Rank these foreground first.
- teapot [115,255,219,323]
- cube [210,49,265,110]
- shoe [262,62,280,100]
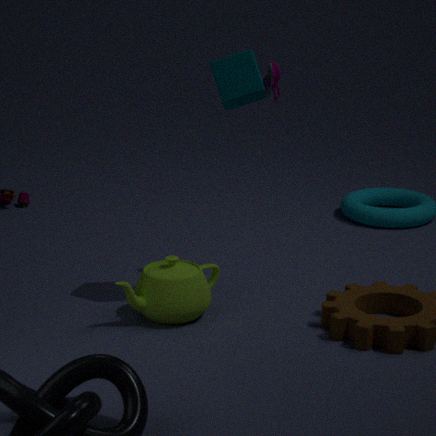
1. cube [210,49,265,110]
2. teapot [115,255,219,323]
3. shoe [262,62,280,100]
